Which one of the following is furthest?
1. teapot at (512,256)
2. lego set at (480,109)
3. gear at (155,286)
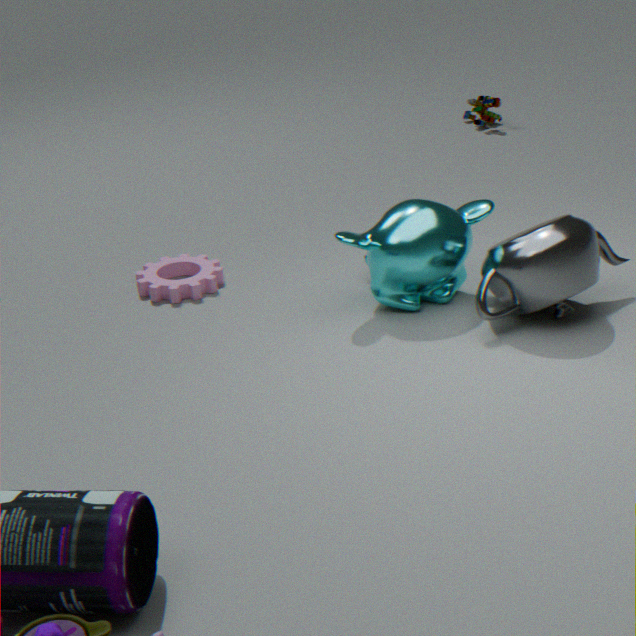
lego set at (480,109)
